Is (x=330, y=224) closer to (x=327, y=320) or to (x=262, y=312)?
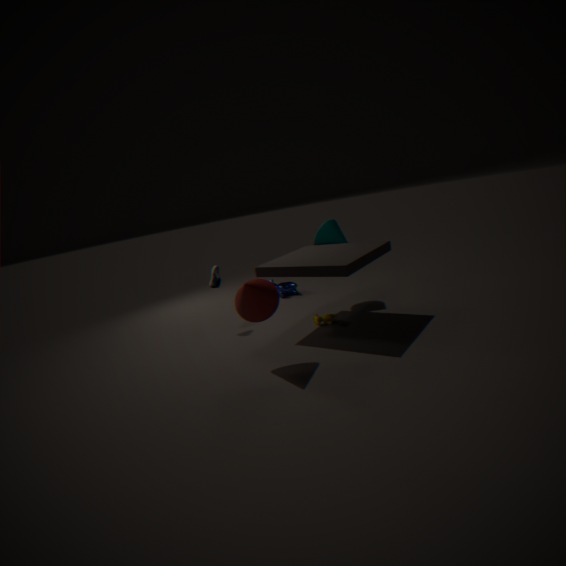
(x=327, y=320)
